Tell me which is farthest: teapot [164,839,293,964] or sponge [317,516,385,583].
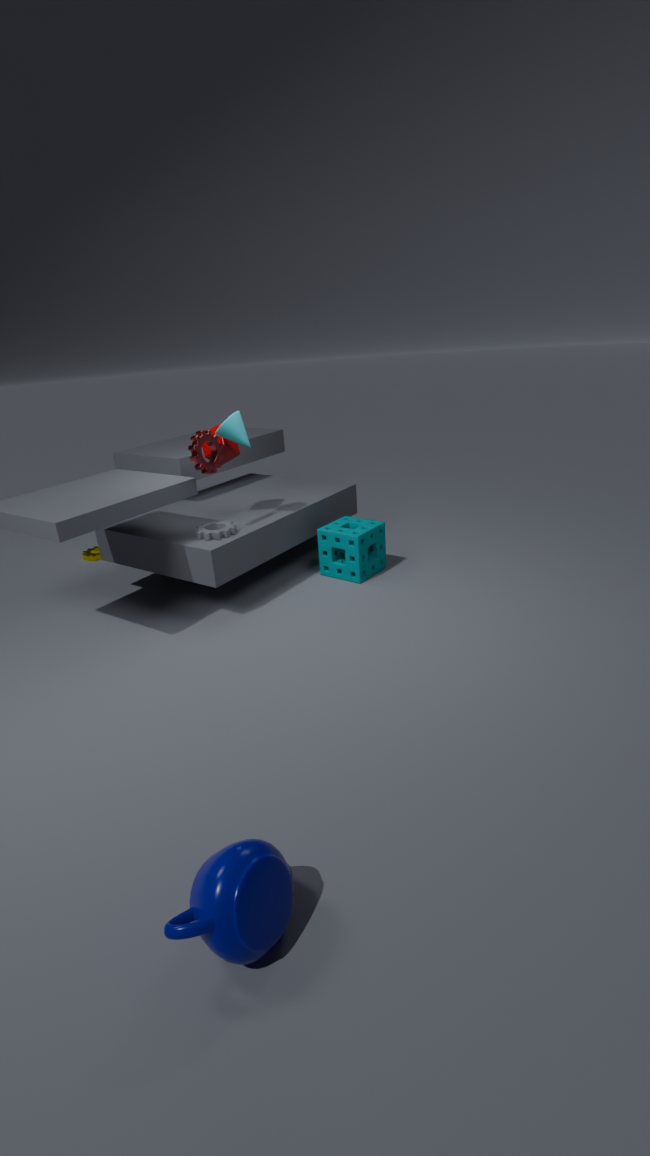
sponge [317,516,385,583]
